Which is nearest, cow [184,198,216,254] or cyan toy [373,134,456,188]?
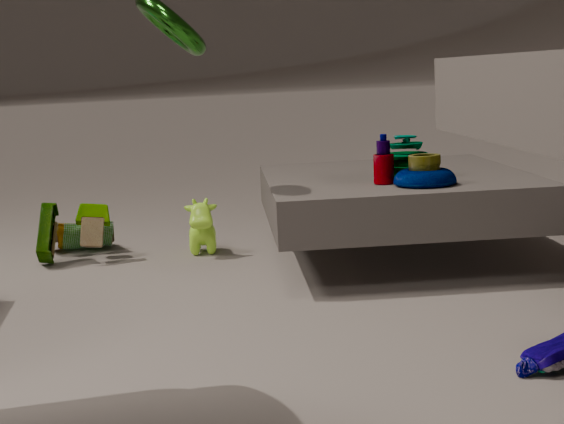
cyan toy [373,134,456,188]
